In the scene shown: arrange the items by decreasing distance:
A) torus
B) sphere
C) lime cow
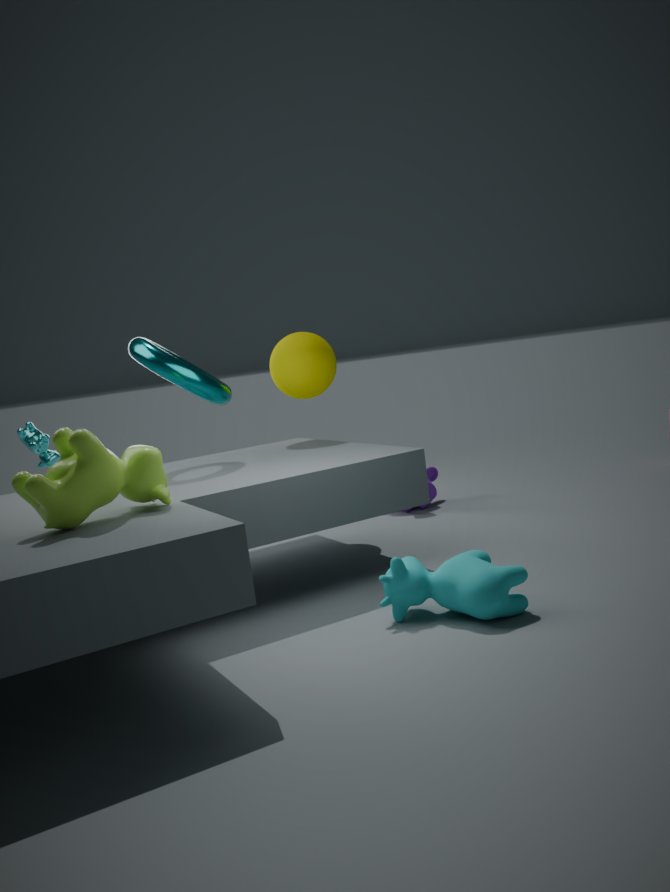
sphere < torus < lime cow
